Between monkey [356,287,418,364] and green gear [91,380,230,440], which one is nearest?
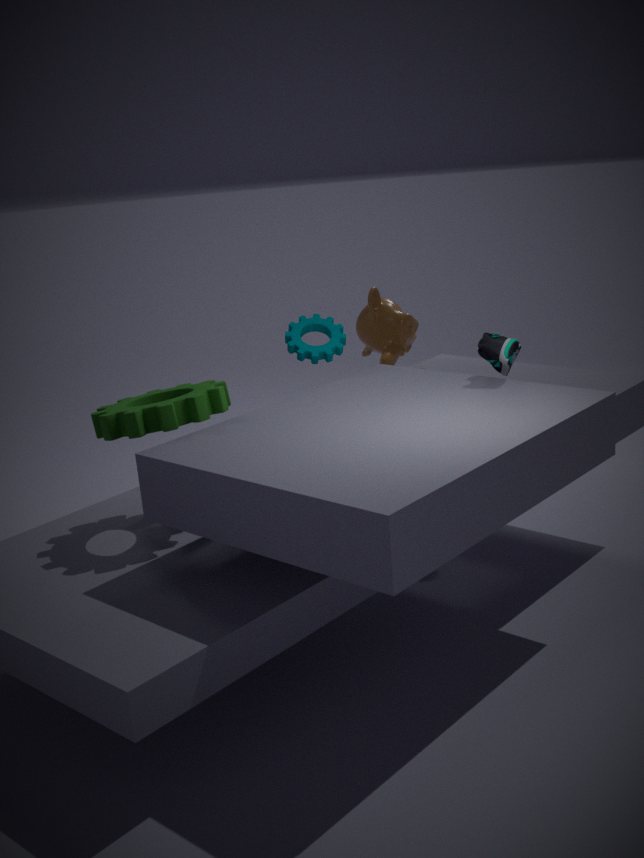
green gear [91,380,230,440]
